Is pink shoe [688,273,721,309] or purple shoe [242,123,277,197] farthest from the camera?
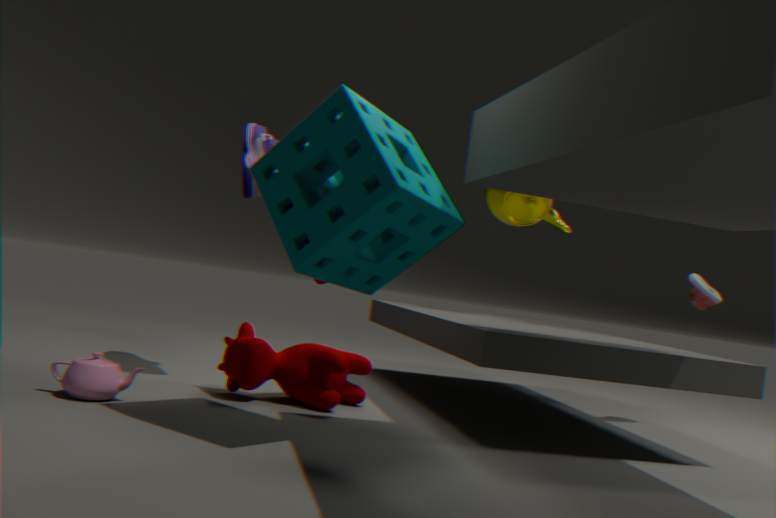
pink shoe [688,273,721,309]
